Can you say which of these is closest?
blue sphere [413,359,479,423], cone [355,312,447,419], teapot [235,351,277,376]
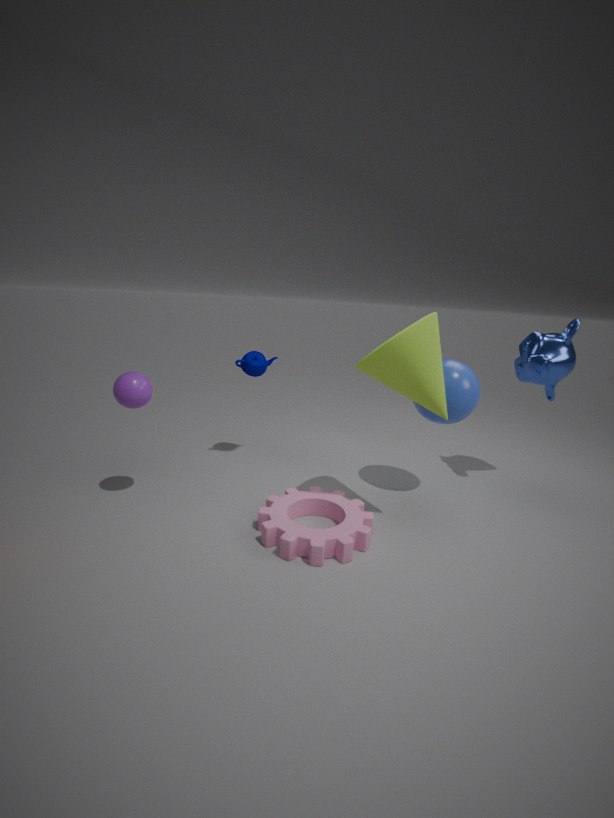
cone [355,312,447,419]
